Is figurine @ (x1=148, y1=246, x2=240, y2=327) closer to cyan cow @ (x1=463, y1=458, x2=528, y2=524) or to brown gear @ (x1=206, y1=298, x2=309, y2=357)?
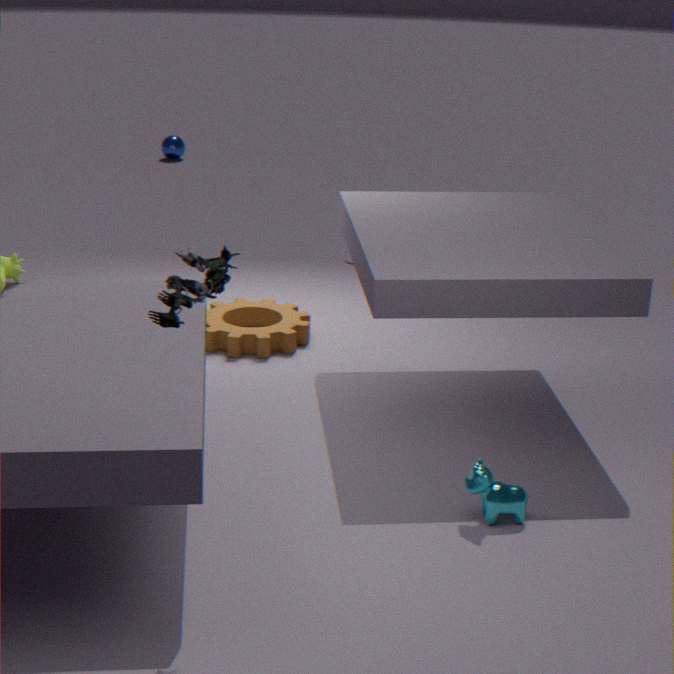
cyan cow @ (x1=463, y1=458, x2=528, y2=524)
